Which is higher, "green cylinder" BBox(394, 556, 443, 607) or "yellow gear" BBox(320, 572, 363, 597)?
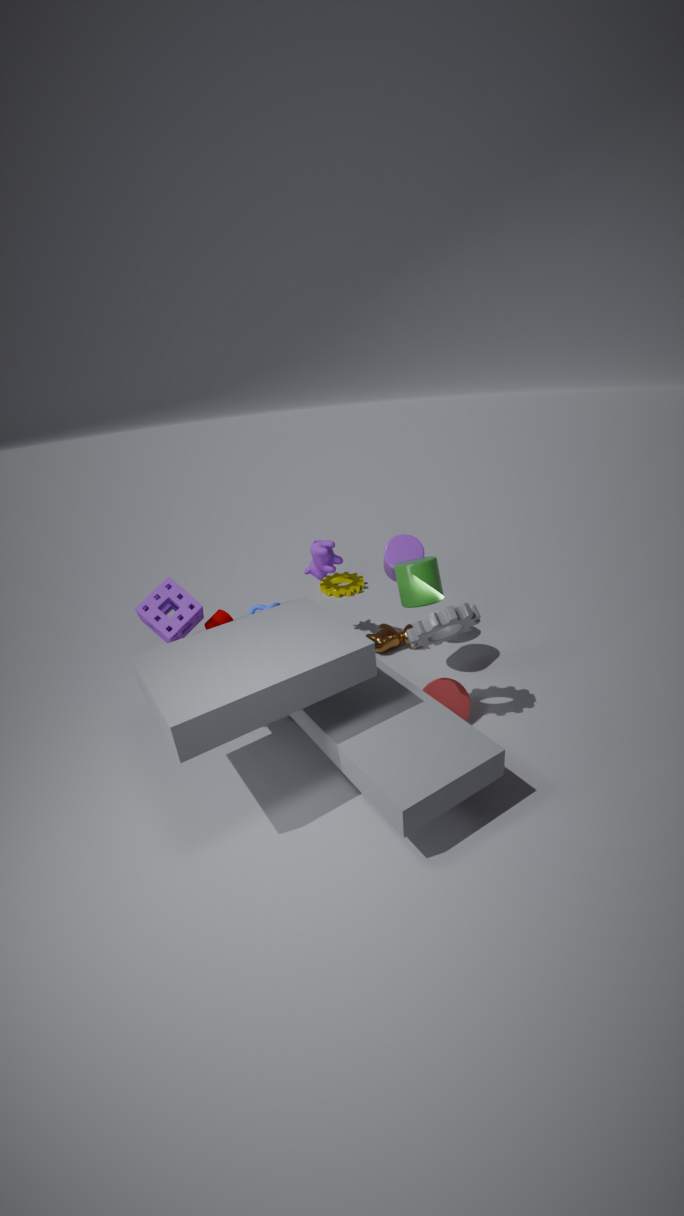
"green cylinder" BBox(394, 556, 443, 607)
